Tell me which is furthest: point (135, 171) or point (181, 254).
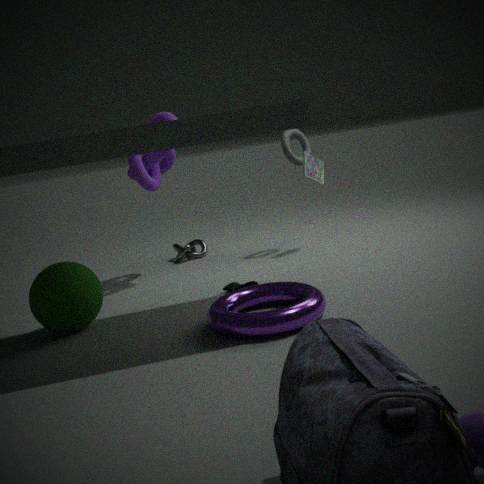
point (181, 254)
